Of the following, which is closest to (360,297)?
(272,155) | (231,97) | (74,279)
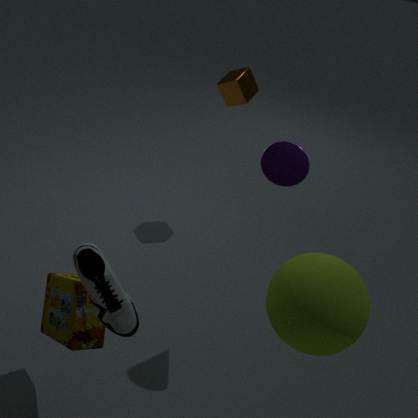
(272,155)
